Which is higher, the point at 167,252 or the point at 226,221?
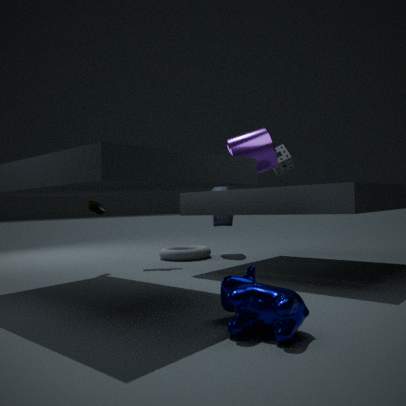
the point at 226,221
